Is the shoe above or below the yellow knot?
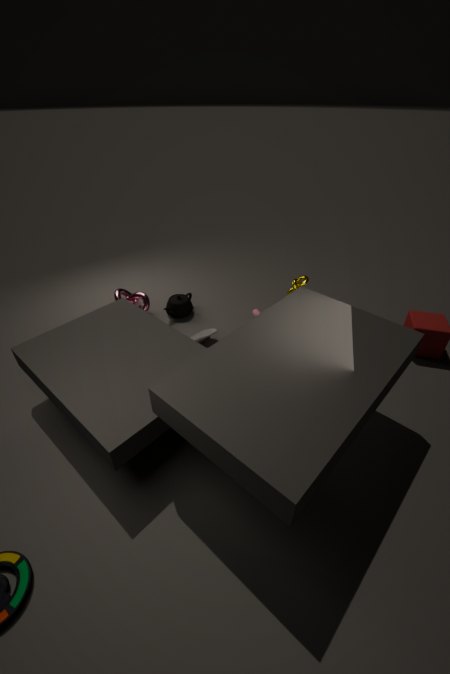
below
